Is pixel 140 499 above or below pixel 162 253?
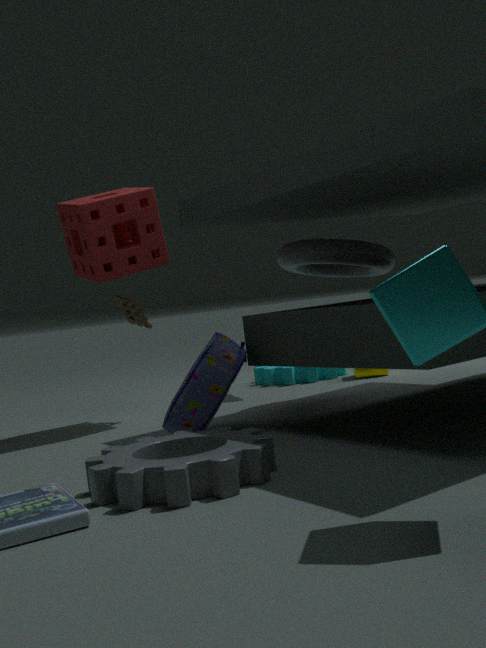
below
